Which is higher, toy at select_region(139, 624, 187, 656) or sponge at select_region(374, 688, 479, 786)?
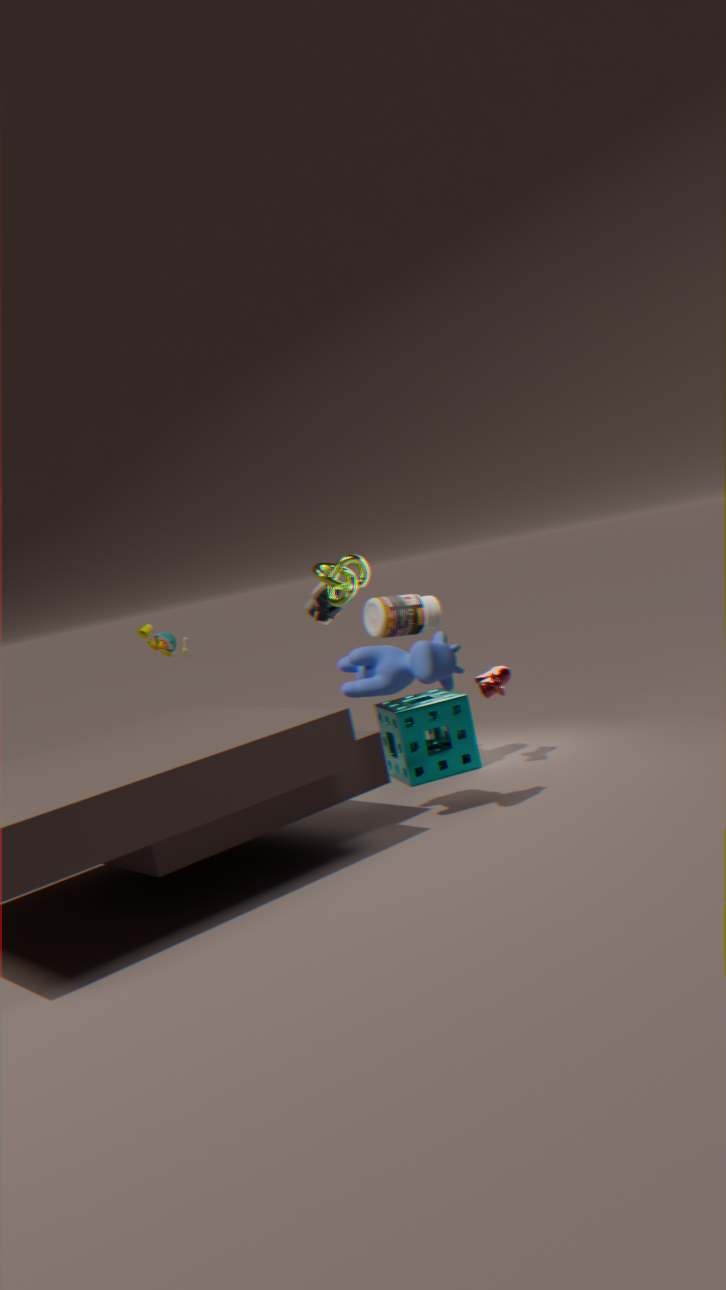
toy at select_region(139, 624, 187, 656)
